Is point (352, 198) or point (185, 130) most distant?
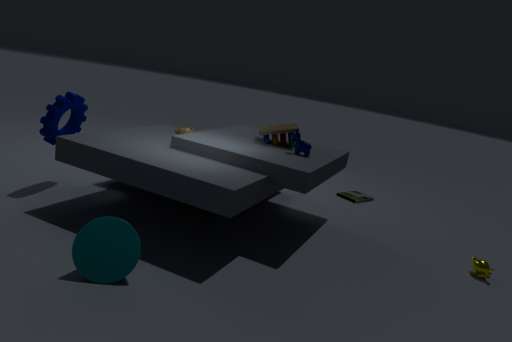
point (352, 198)
